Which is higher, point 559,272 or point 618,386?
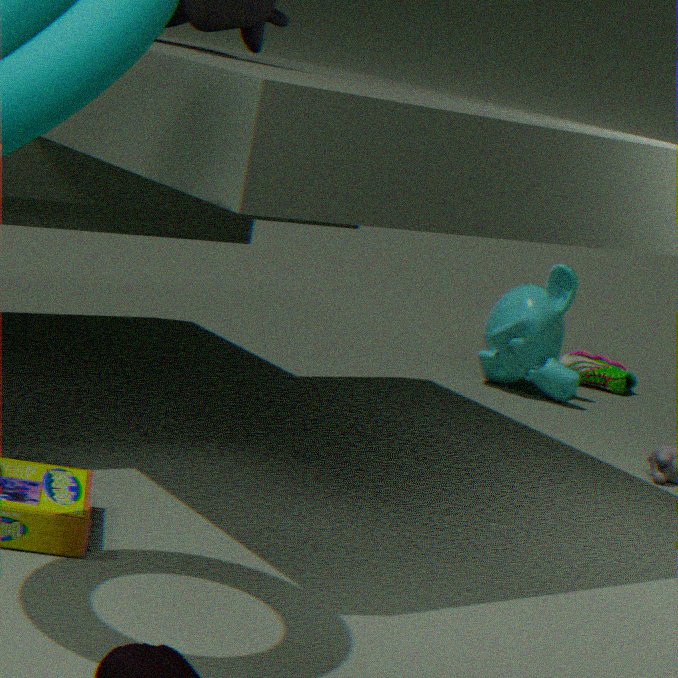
point 559,272
